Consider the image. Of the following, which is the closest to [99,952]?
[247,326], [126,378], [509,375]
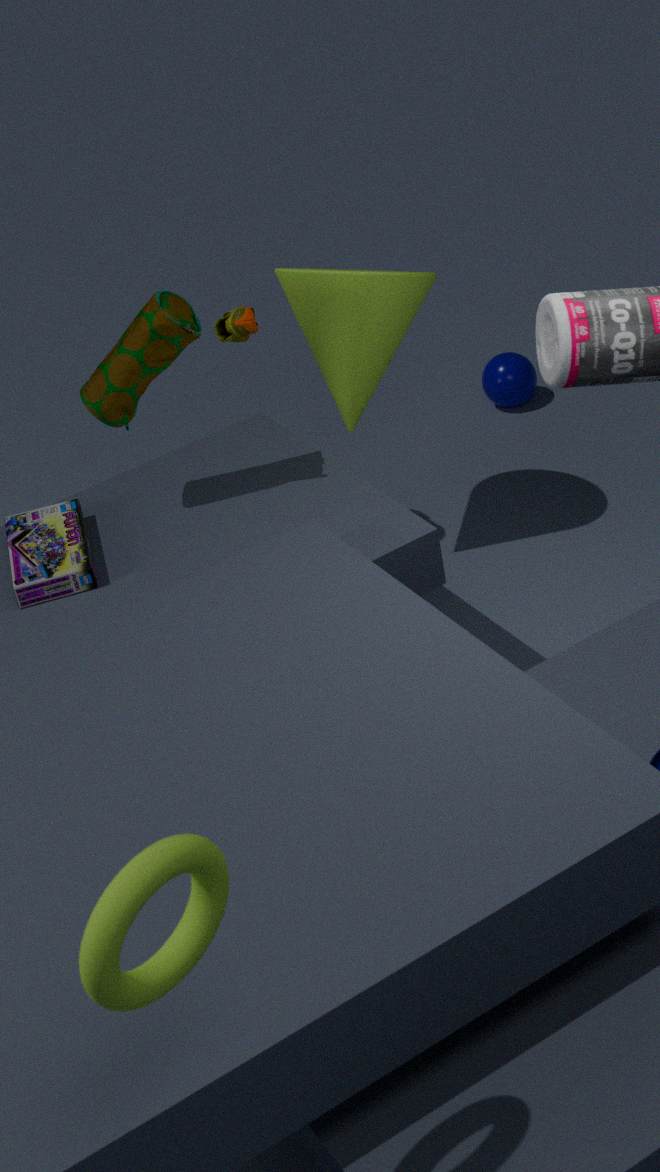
[126,378]
